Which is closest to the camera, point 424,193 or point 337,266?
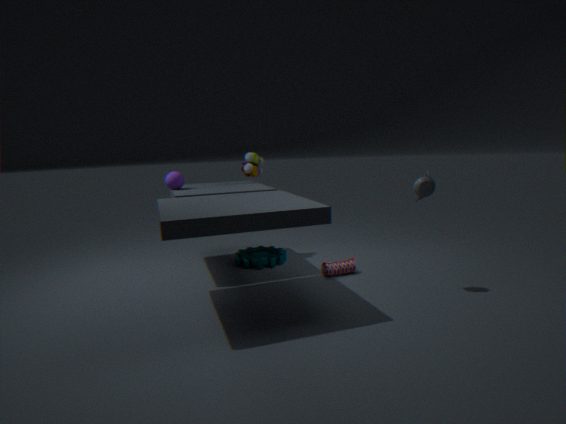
point 424,193
